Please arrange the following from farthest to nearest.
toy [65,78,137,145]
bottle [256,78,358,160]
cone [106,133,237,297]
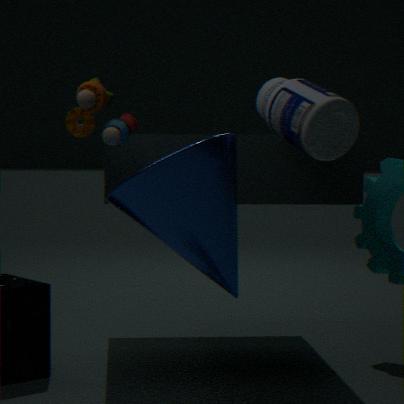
toy [65,78,137,145] < bottle [256,78,358,160] < cone [106,133,237,297]
